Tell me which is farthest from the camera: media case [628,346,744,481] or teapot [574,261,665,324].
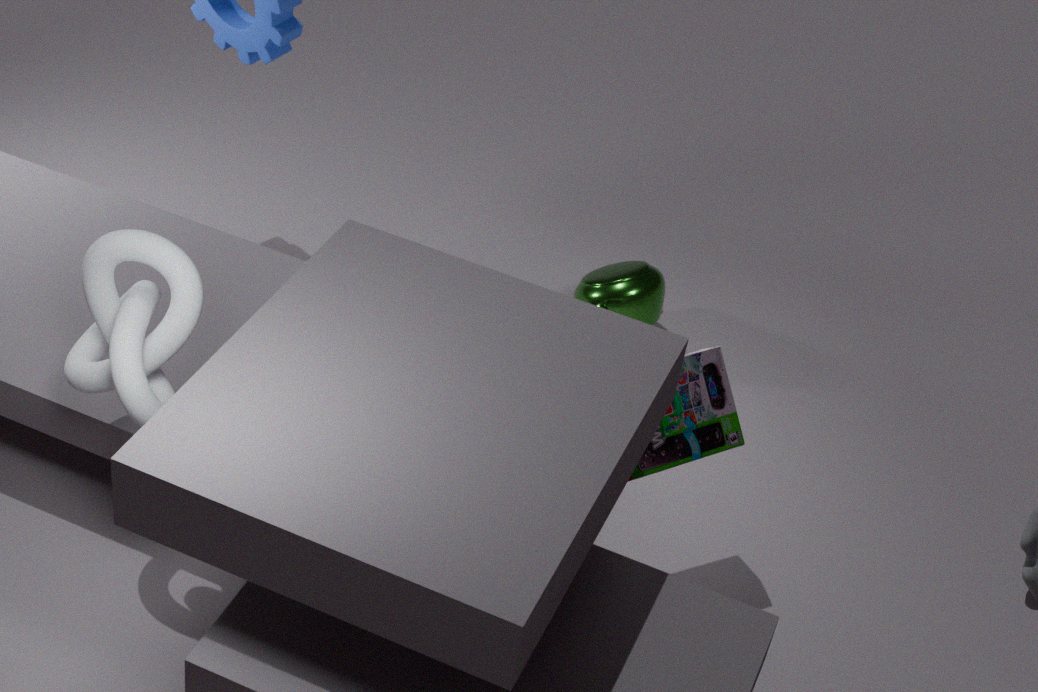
teapot [574,261,665,324]
